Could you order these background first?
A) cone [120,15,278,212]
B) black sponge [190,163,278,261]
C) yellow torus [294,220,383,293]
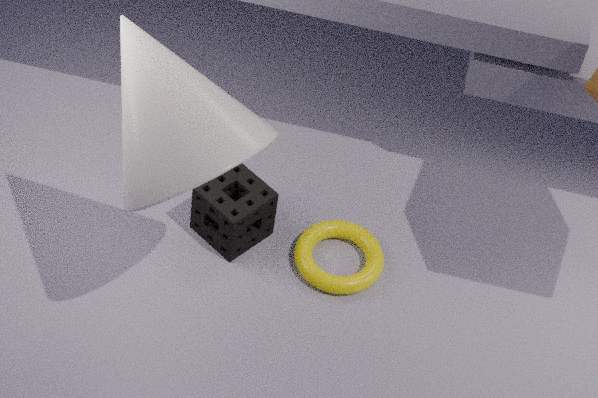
1. yellow torus [294,220,383,293]
2. black sponge [190,163,278,261]
3. cone [120,15,278,212]
